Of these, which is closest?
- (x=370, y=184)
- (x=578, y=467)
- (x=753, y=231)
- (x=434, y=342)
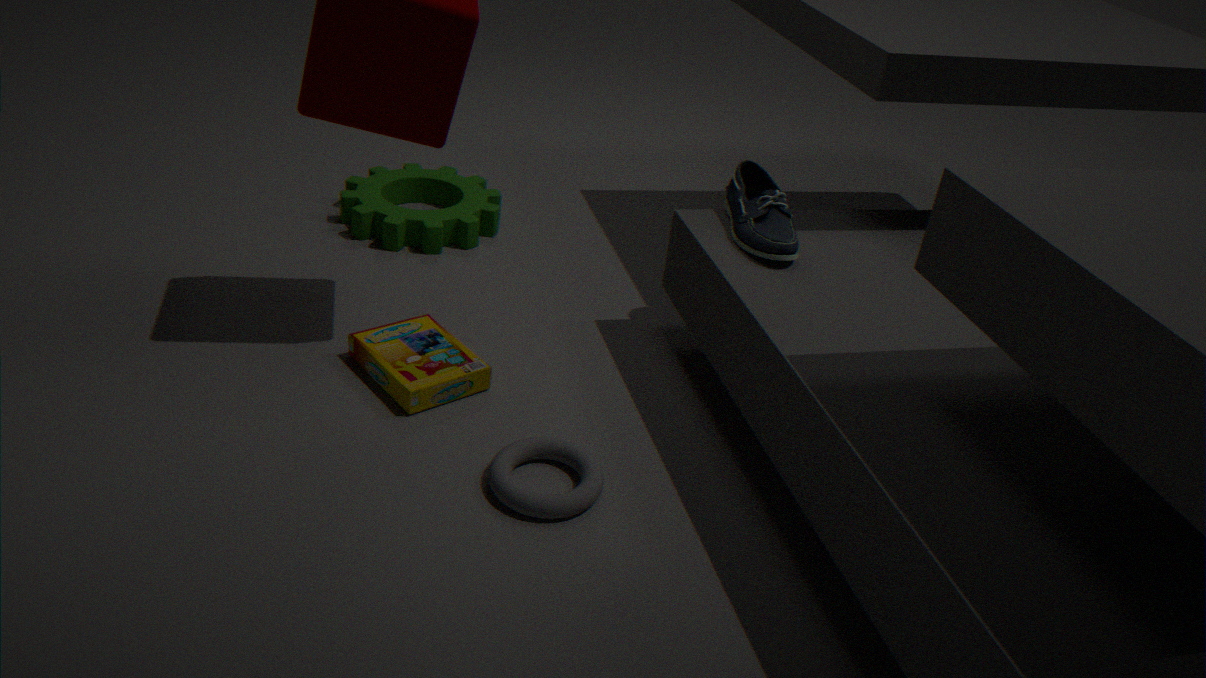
(x=578, y=467)
